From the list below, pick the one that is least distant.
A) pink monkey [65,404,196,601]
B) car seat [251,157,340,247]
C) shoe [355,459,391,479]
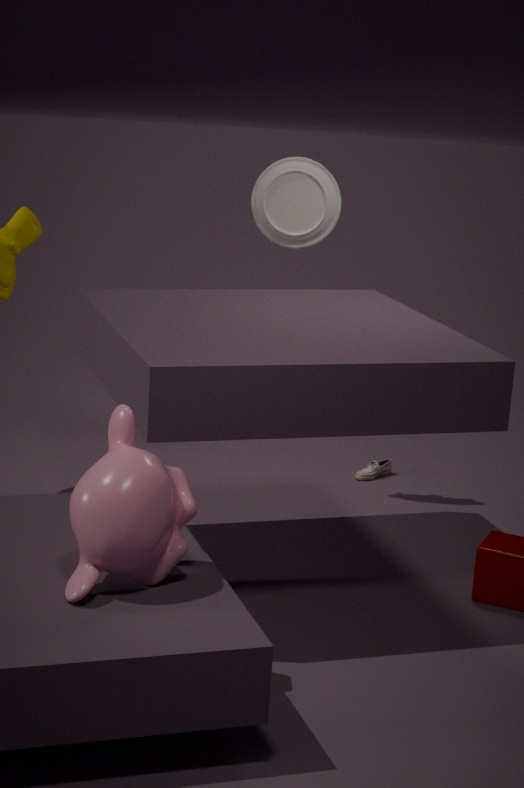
pink monkey [65,404,196,601]
